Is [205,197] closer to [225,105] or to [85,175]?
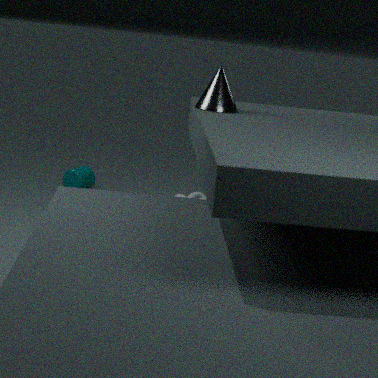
[85,175]
